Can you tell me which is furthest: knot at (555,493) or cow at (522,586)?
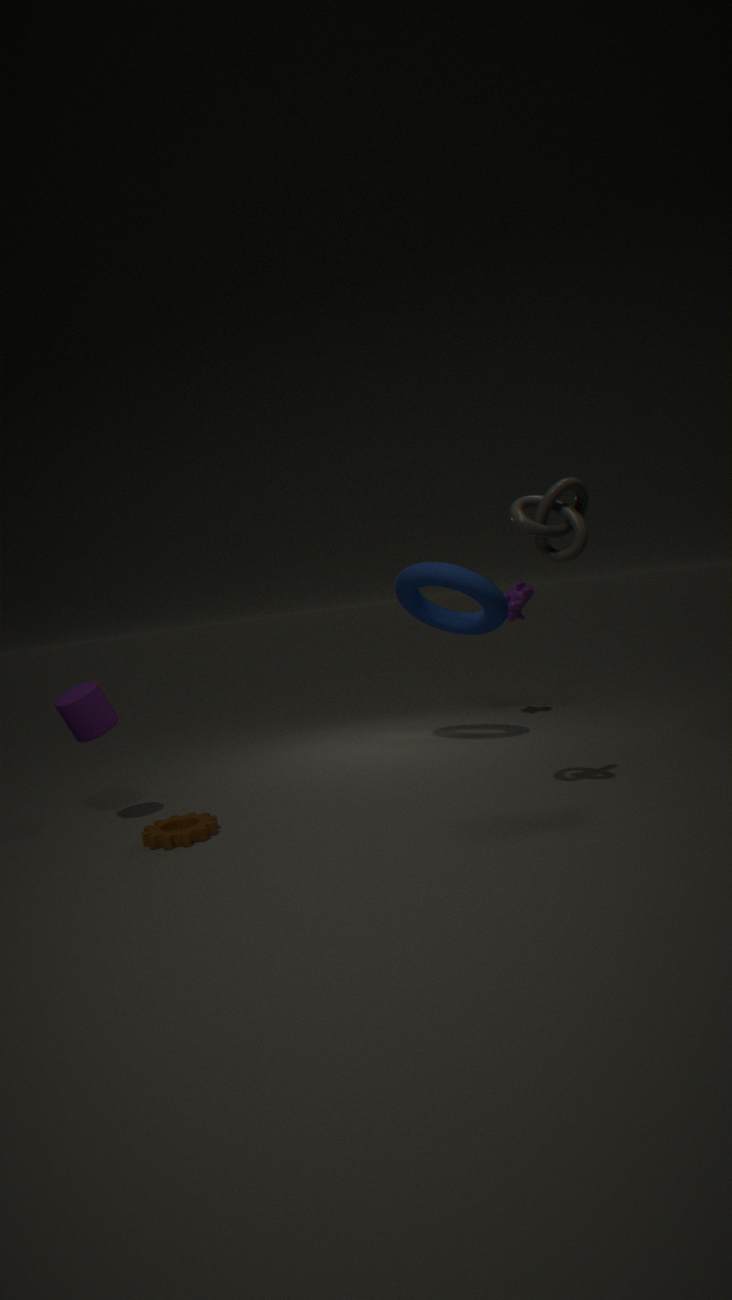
cow at (522,586)
